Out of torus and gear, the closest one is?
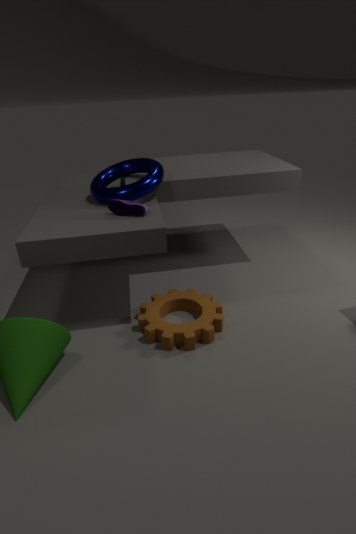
gear
